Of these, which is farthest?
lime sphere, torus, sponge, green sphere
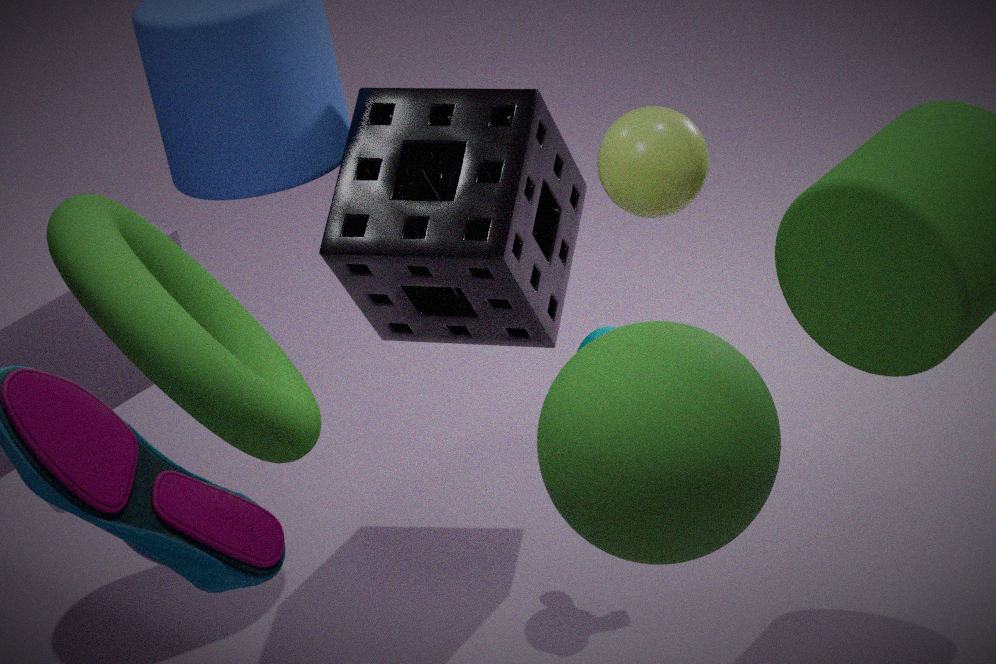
sponge
